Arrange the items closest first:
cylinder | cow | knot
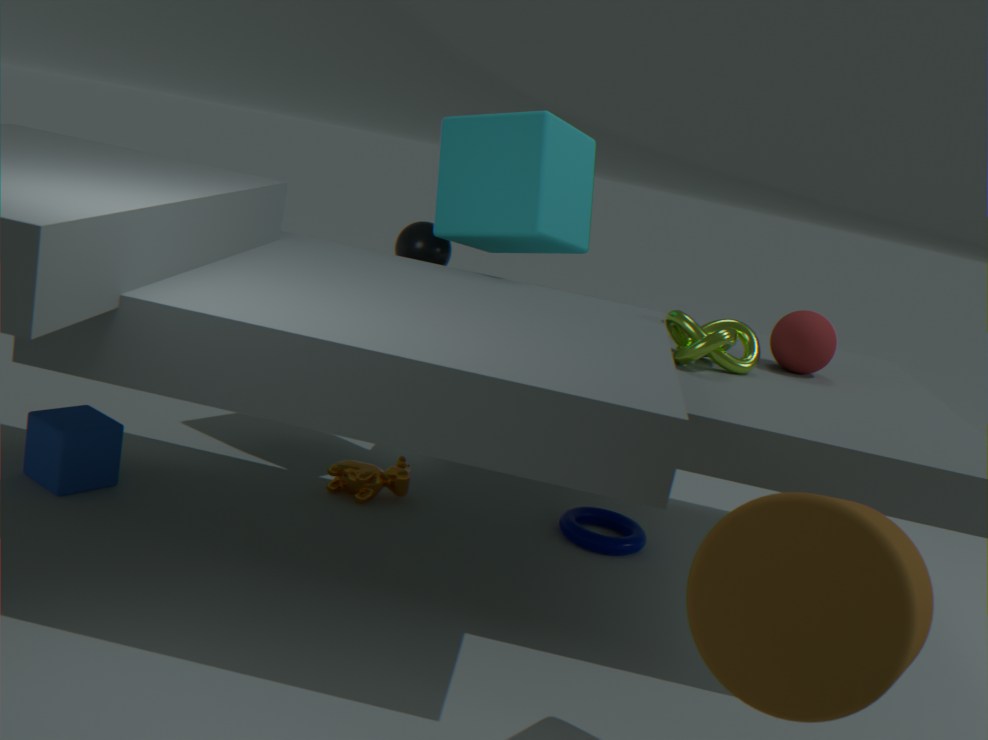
cylinder < knot < cow
